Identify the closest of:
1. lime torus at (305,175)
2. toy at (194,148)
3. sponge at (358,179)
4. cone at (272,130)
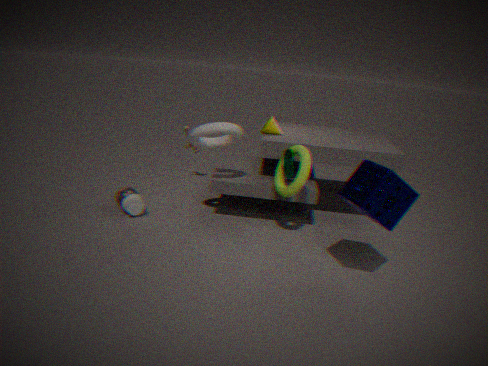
sponge at (358,179)
